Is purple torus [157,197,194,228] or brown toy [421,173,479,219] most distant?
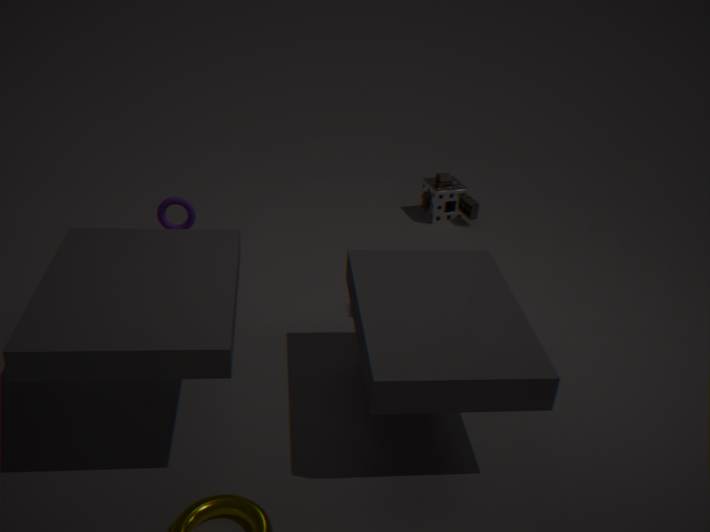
brown toy [421,173,479,219]
